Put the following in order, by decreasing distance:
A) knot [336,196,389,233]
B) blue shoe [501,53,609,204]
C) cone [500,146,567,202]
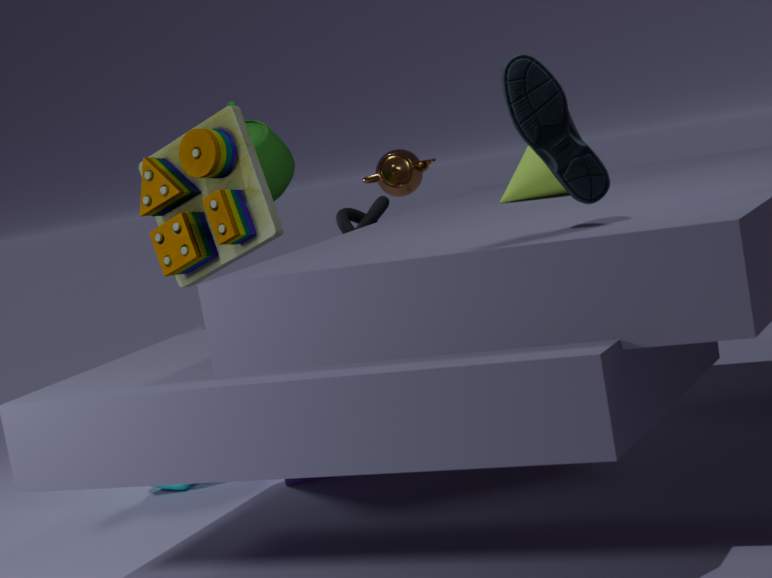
knot [336,196,389,233], cone [500,146,567,202], blue shoe [501,53,609,204]
